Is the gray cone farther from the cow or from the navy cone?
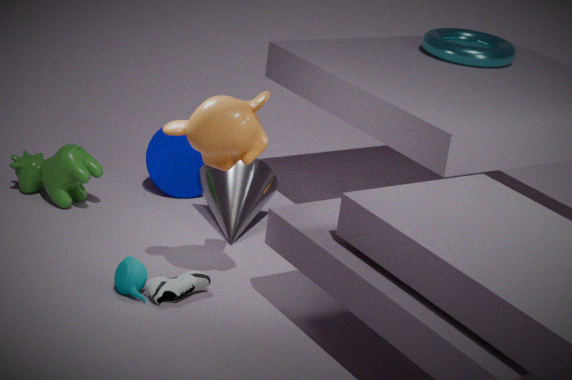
the cow
